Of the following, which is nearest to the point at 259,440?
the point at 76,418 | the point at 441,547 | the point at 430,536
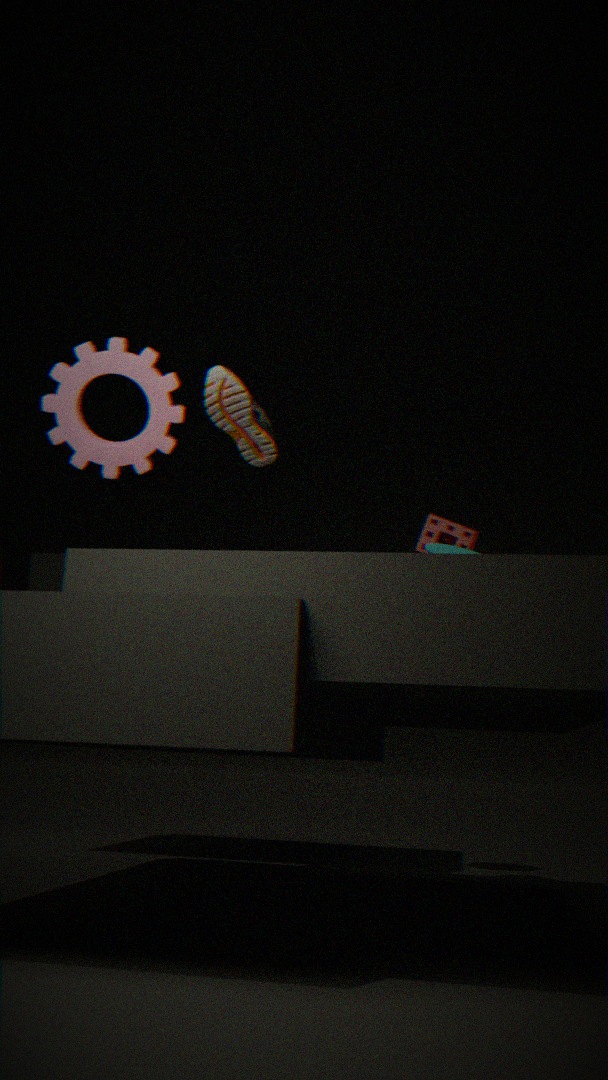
the point at 76,418
